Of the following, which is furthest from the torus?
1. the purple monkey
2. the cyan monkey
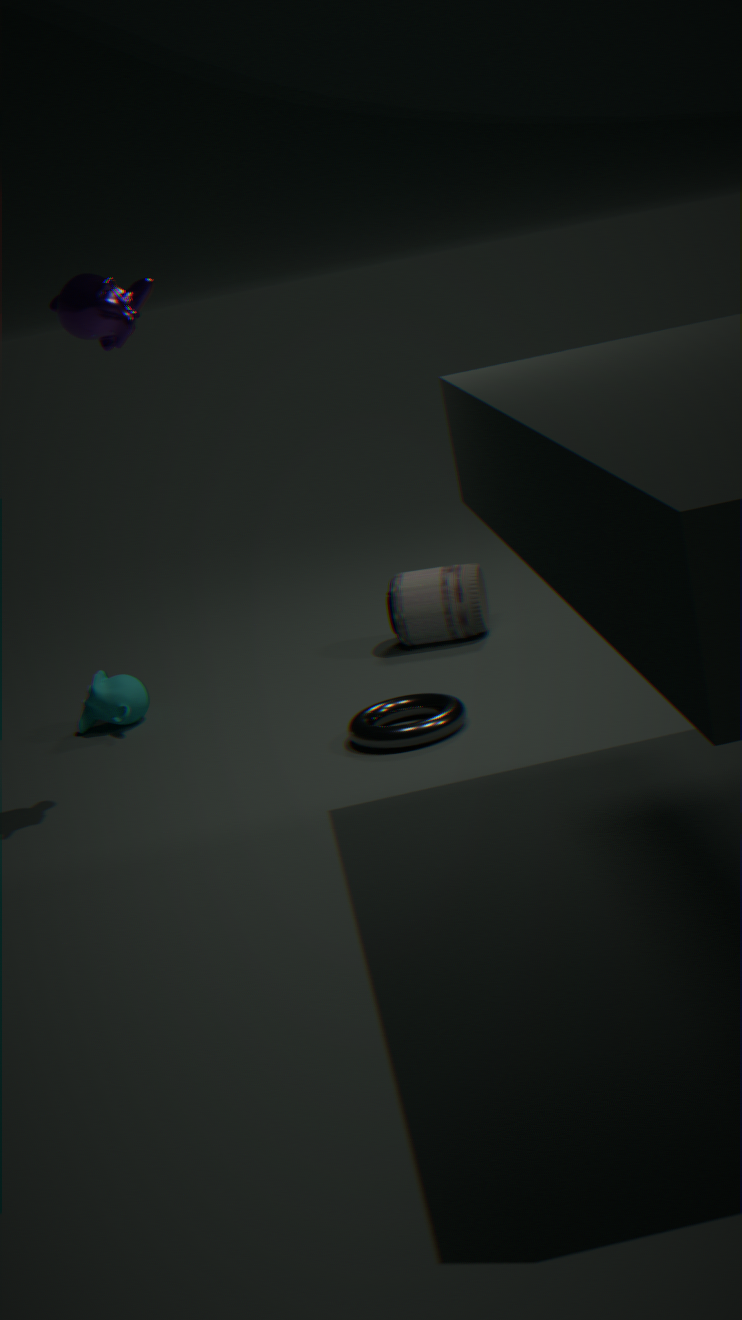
the purple monkey
